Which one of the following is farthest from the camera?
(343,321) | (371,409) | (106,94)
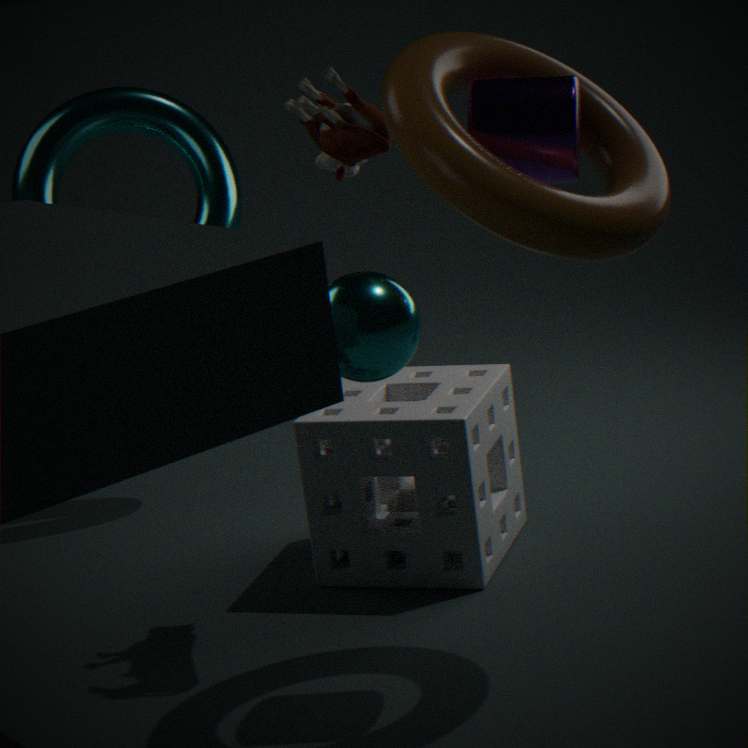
(106,94)
